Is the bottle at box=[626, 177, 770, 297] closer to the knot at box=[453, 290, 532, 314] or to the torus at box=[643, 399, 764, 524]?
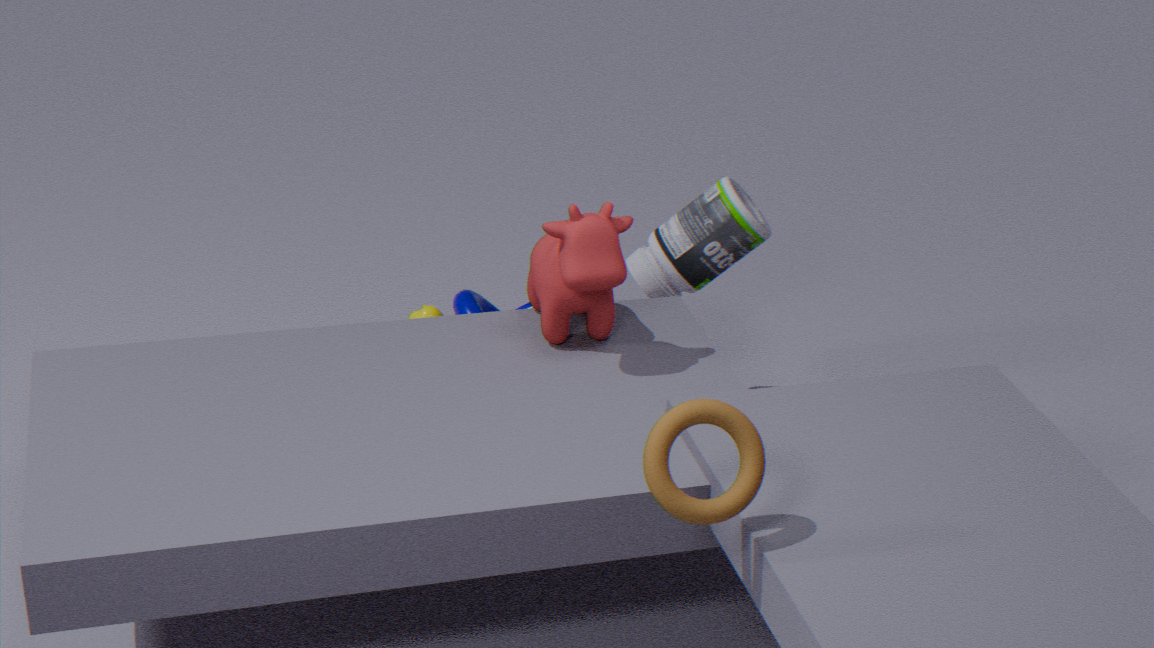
the knot at box=[453, 290, 532, 314]
